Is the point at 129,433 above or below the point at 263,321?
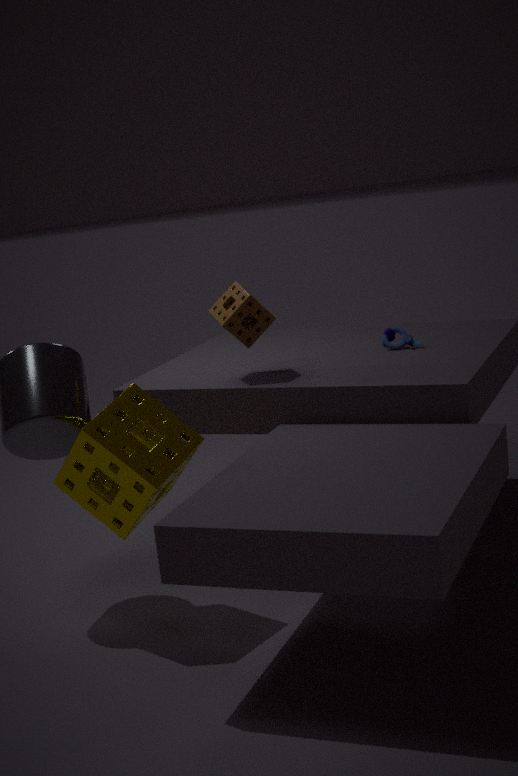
below
